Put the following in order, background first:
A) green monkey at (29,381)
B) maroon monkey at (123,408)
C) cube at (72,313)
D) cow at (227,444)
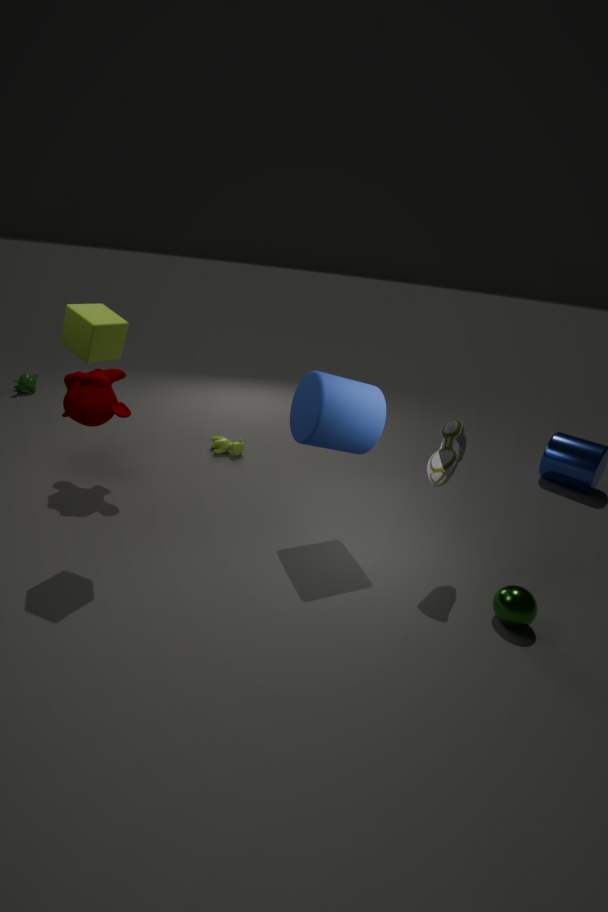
green monkey at (29,381)
cow at (227,444)
maroon monkey at (123,408)
cube at (72,313)
